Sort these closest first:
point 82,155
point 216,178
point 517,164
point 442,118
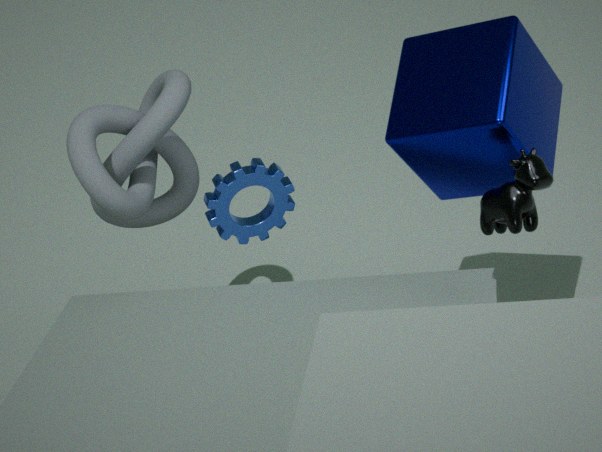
point 517,164 → point 442,118 → point 82,155 → point 216,178
